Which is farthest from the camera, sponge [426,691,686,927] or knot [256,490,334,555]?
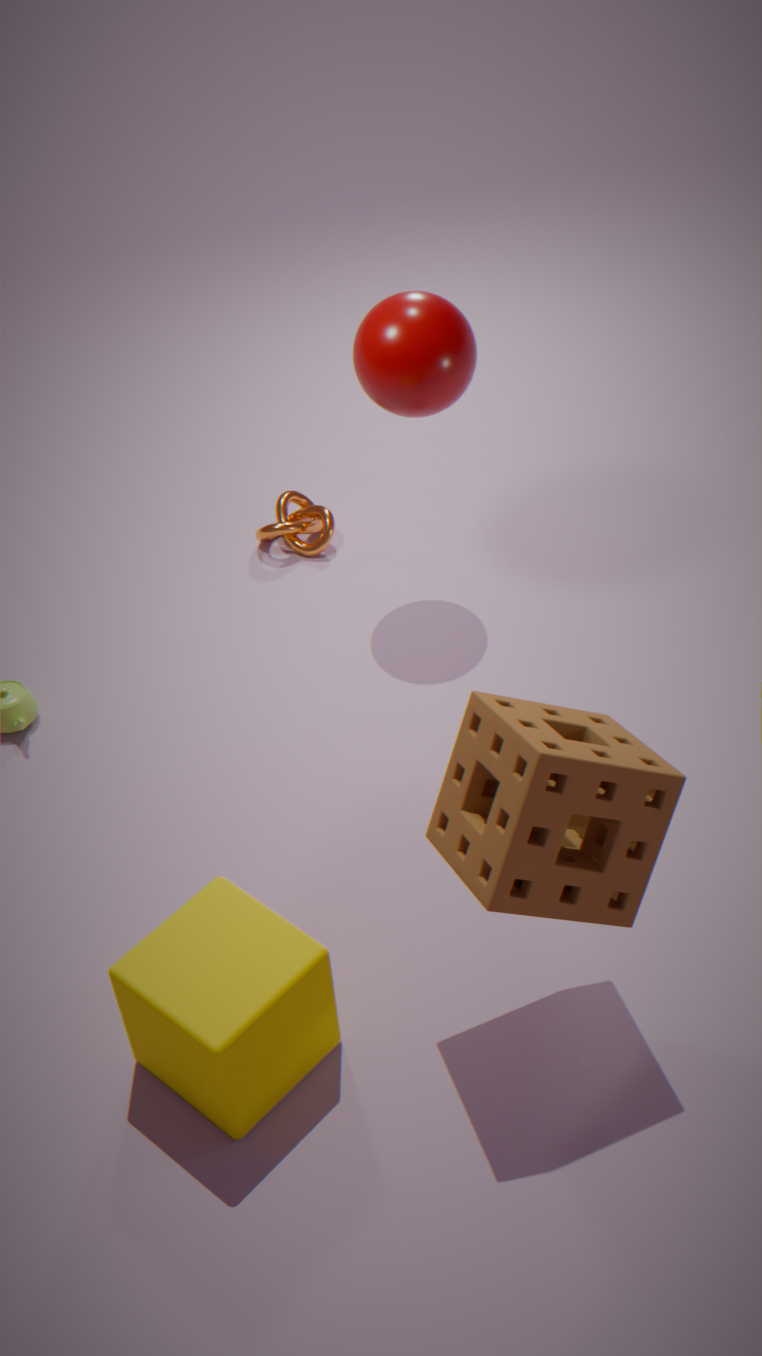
knot [256,490,334,555]
